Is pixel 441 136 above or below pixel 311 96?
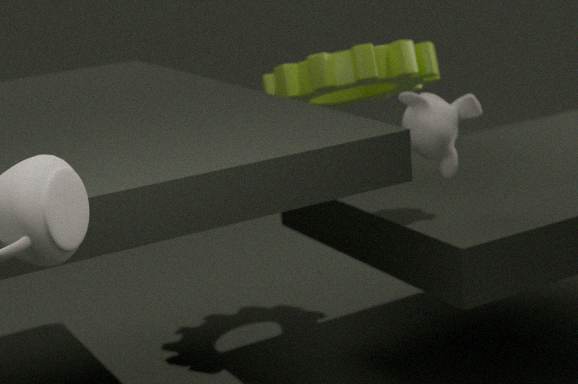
below
